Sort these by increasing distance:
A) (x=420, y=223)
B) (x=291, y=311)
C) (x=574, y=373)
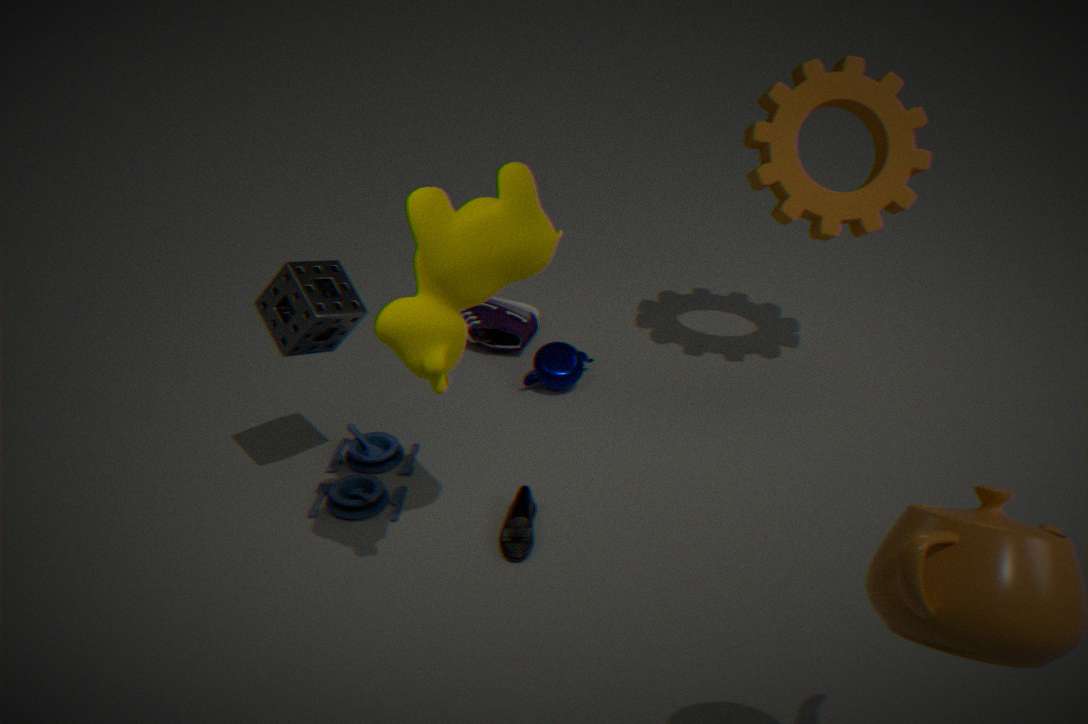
(x=420, y=223) < (x=291, y=311) < (x=574, y=373)
